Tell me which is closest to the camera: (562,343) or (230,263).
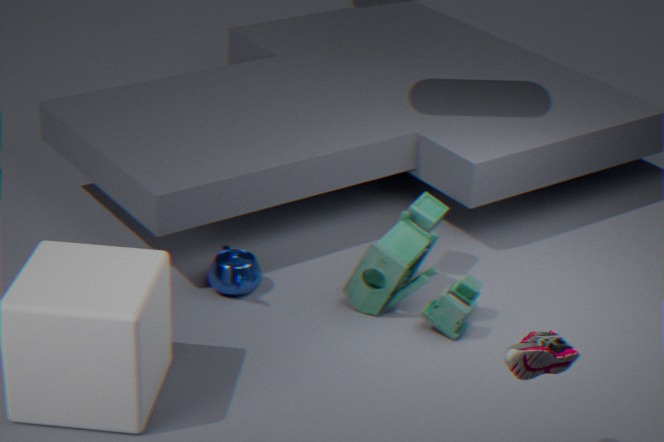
(562,343)
